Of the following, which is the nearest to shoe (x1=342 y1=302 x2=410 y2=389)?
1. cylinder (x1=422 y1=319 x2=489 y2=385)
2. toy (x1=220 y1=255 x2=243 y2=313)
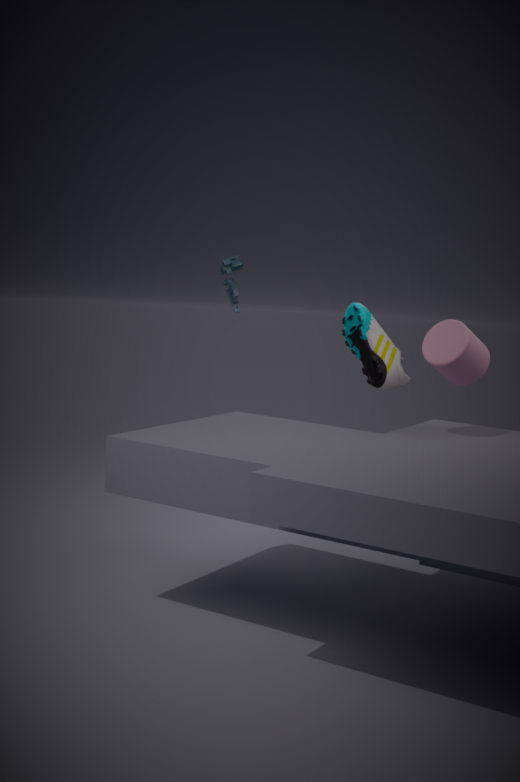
toy (x1=220 y1=255 x2=243 y2=313)
